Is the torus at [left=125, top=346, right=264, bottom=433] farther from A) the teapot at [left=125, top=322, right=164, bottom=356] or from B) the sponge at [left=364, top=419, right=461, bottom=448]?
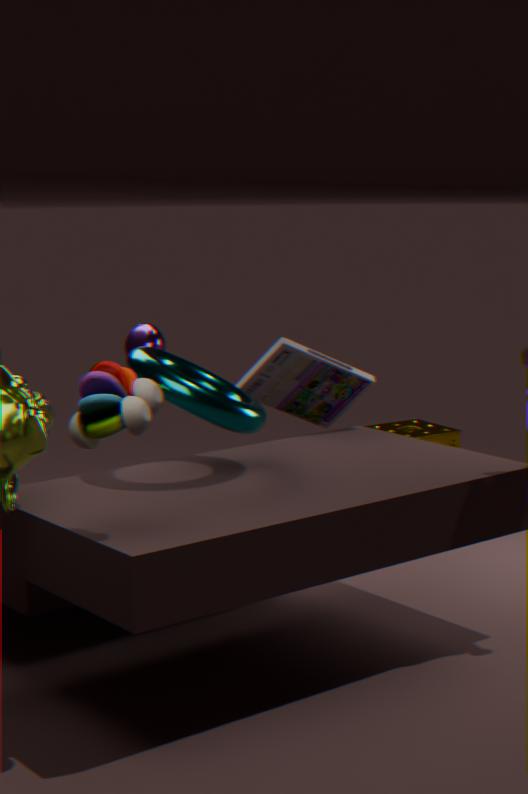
B) the sponge at [left=364, top=419, right=461, bottom=448]
